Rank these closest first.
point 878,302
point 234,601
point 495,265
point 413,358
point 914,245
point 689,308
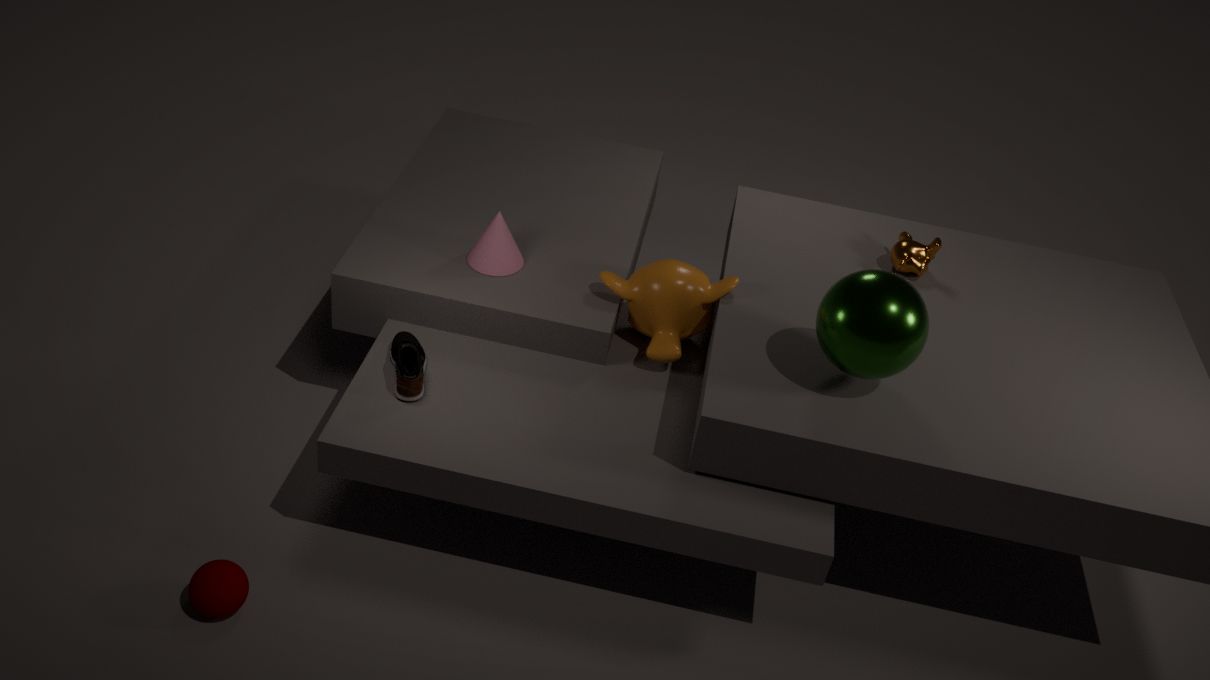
point 234,601
point 878,302
point 413,358
point 689,308
point 495,265
point 914,245
